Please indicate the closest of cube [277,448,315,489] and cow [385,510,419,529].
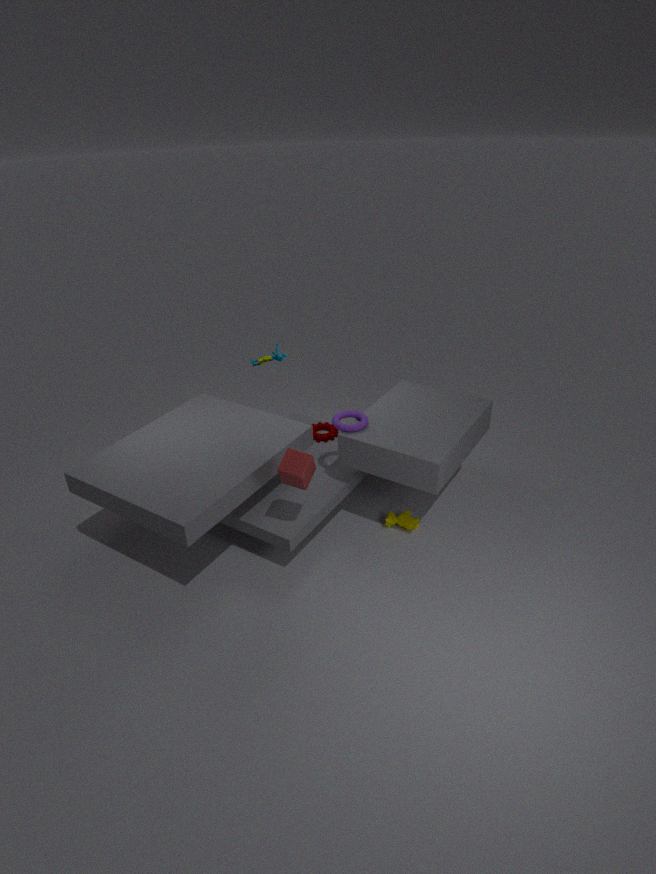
cube [277,448,315,489]
